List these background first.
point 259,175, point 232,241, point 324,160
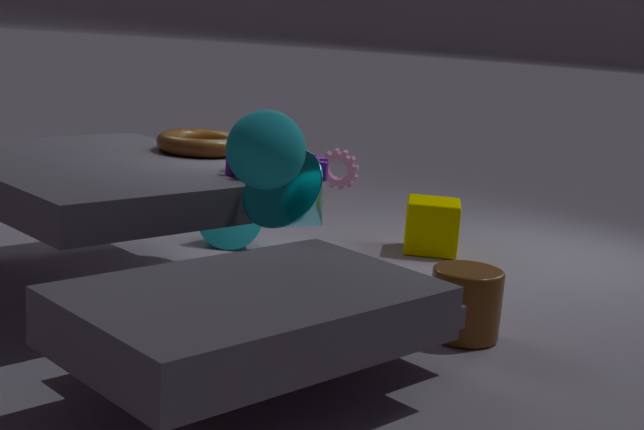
point 232,241 → point 324,160 → point 259,175
